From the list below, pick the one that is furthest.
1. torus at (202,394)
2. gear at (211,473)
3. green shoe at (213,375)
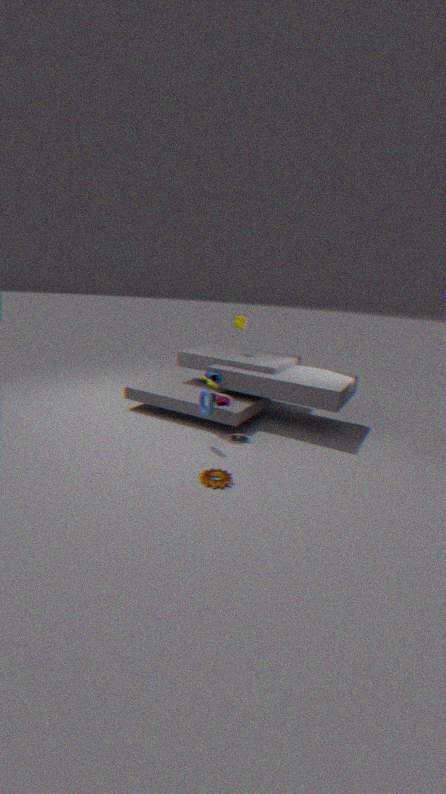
green shoe at (213,375)
